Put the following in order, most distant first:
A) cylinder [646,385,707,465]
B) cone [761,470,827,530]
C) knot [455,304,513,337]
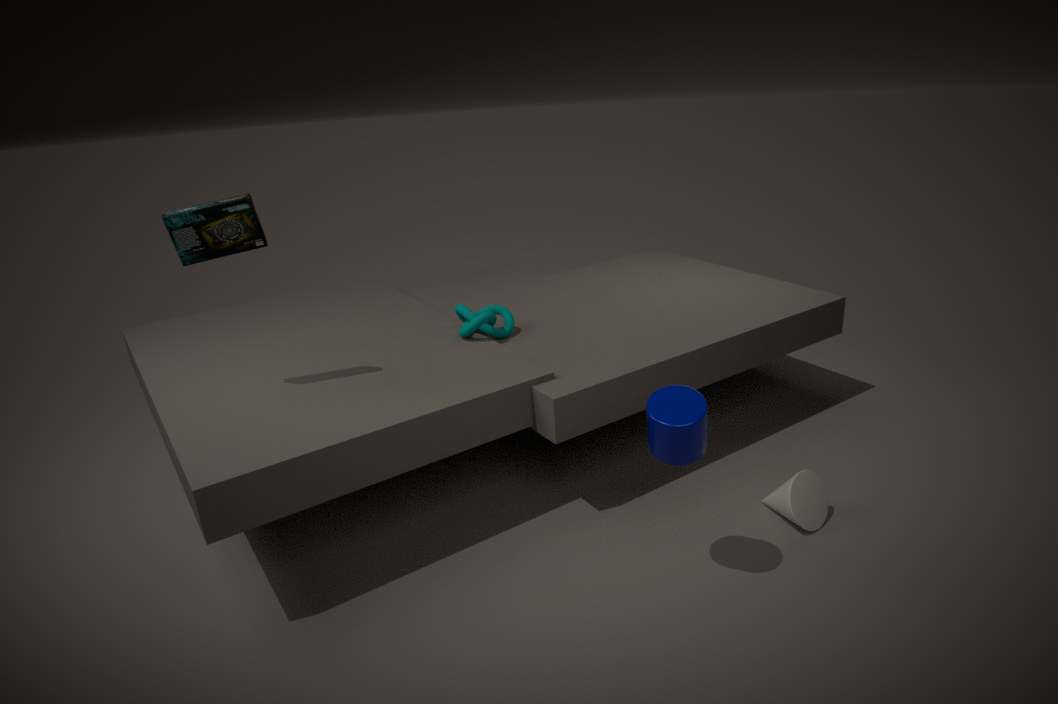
1. knot [455,304,513,337]
2. cone [761,470,827,530]
3. cylinder [646,385,707,465]
